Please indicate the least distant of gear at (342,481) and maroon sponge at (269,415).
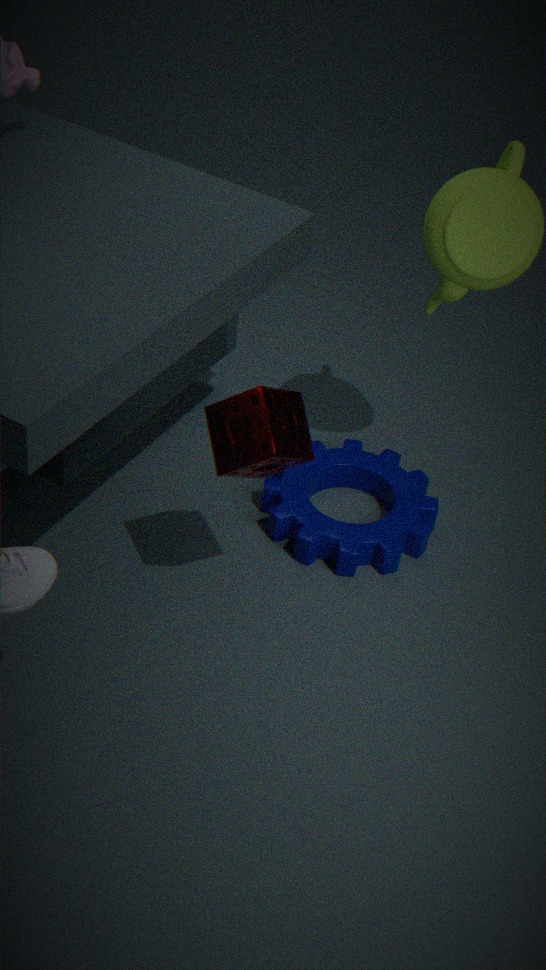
maroon sponge at (269,415)
